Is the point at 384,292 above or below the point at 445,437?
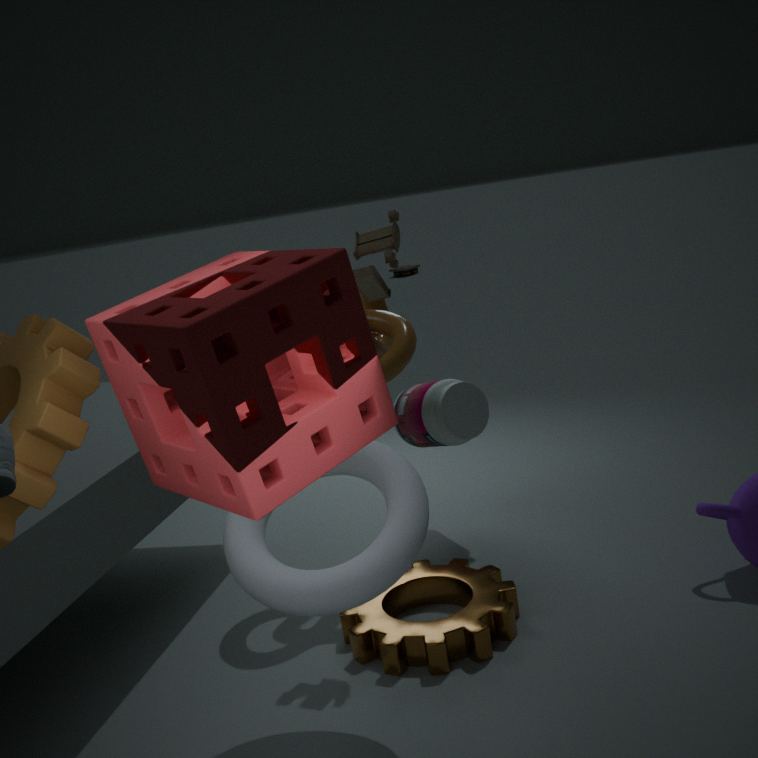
above
